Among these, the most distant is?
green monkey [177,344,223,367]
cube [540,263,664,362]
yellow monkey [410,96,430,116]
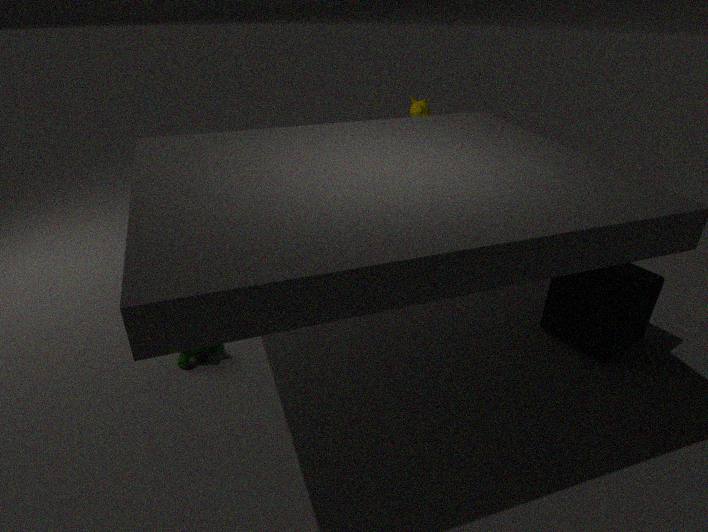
yellow monkey [410,96,430,116]
